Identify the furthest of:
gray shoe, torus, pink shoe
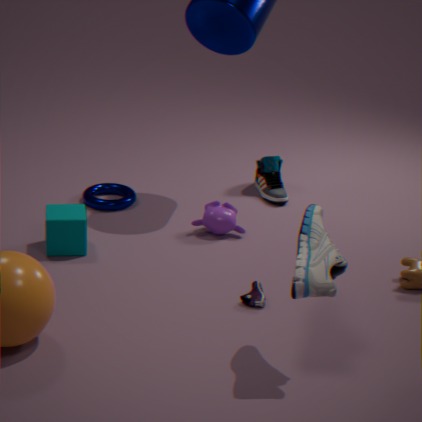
torus
